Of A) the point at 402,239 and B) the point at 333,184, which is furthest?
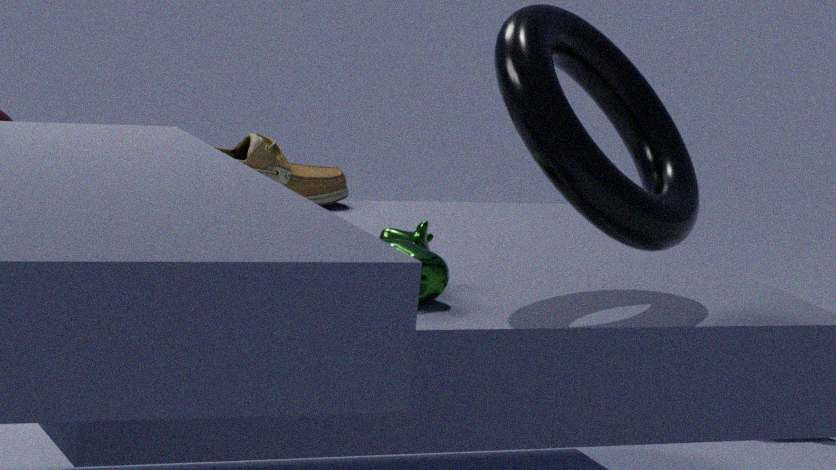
B. the point at 333,184
